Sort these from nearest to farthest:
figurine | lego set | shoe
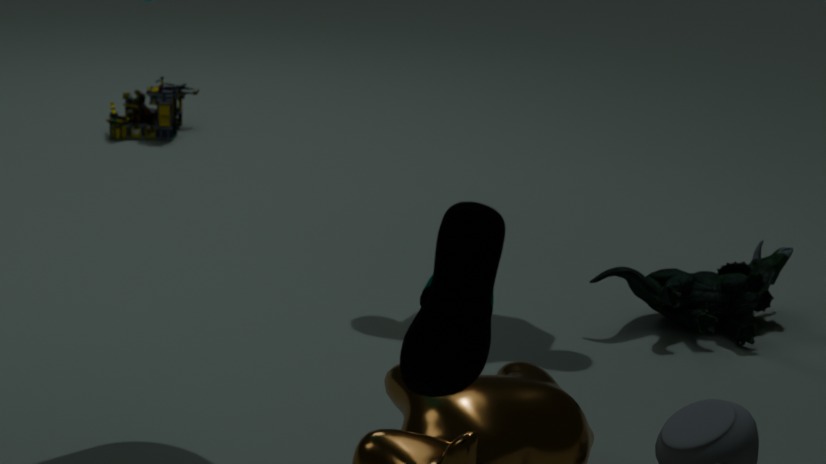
shoe, figurine, lego set
